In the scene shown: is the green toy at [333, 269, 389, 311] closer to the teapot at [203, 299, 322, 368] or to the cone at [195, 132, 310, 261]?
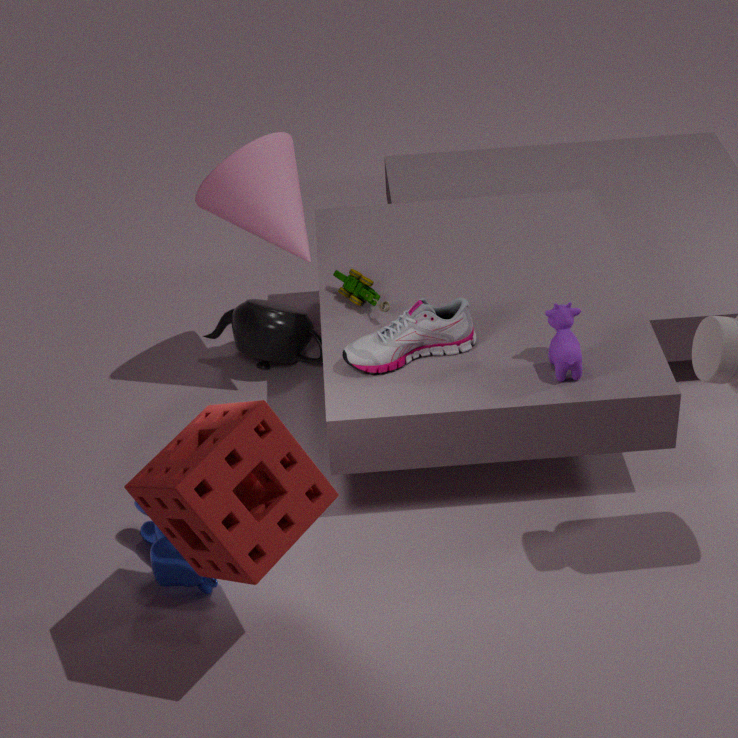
the cone at [195, 132, 310, 261]
